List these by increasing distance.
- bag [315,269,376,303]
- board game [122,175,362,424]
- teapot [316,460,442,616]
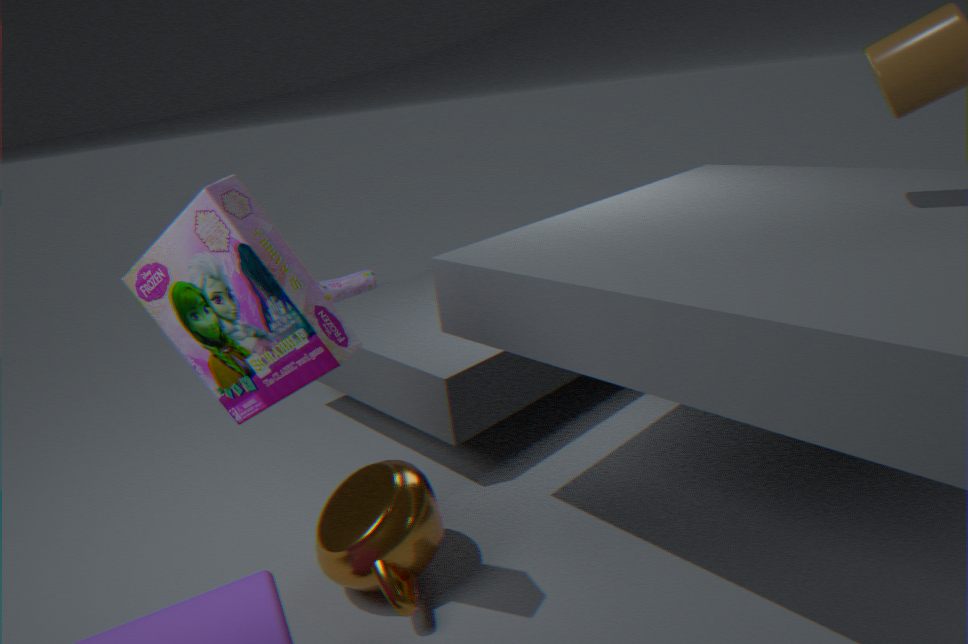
board game [122,175,362,424] < teapot [316,460,442,616] < bag [315,269,376,303]
